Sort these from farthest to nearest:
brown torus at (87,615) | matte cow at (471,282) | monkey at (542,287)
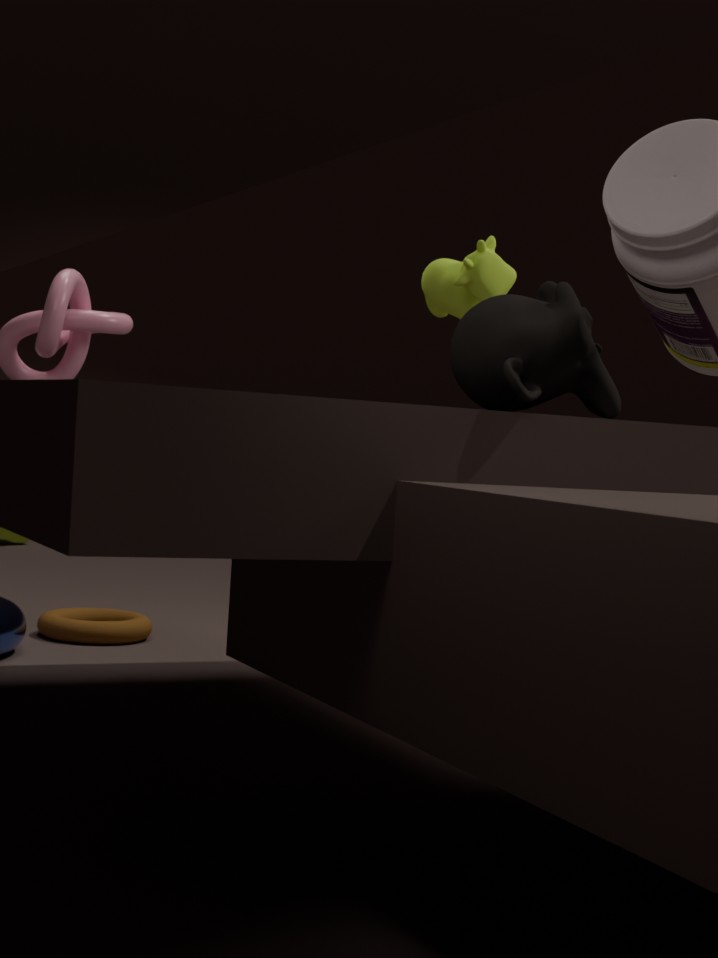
brown torus at (87,615)
matte cow at (471,282)
monkey at (542,287)
